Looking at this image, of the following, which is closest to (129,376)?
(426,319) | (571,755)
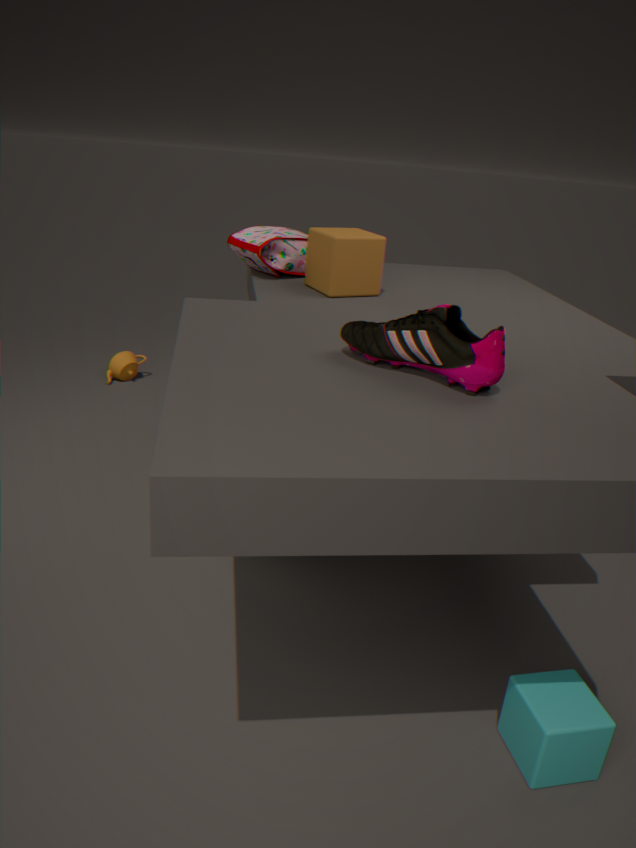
(426,319)
